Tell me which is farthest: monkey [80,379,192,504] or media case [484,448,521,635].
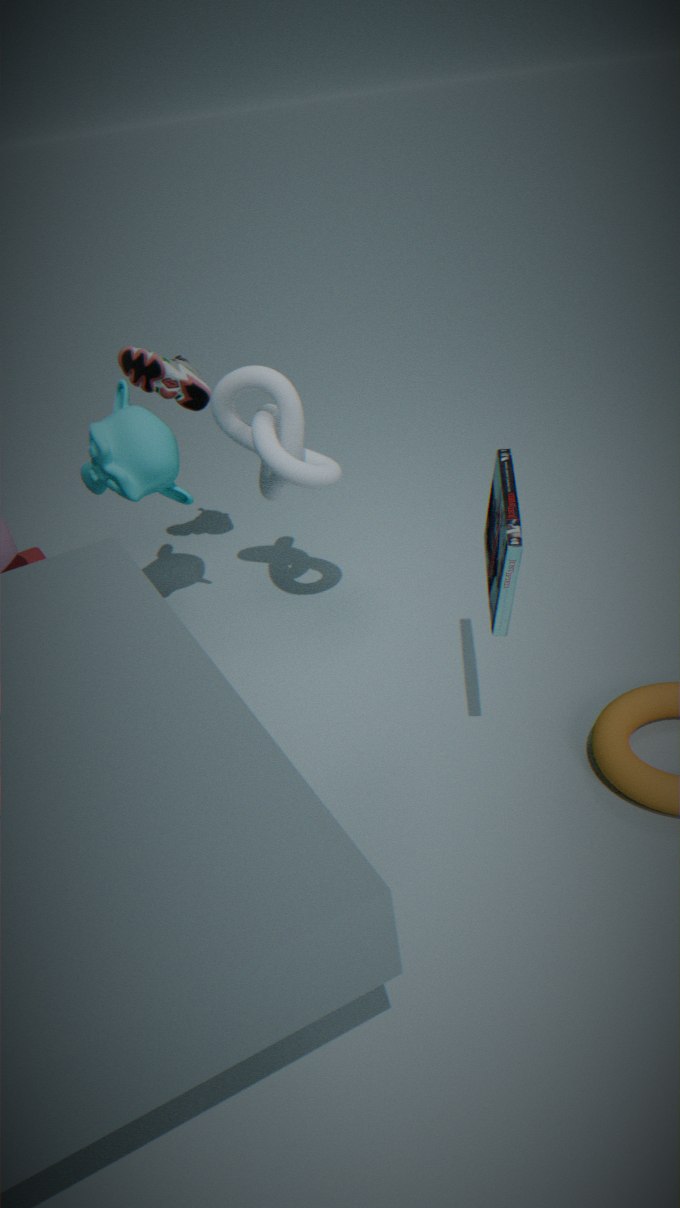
monkey [80,379,192,504]
